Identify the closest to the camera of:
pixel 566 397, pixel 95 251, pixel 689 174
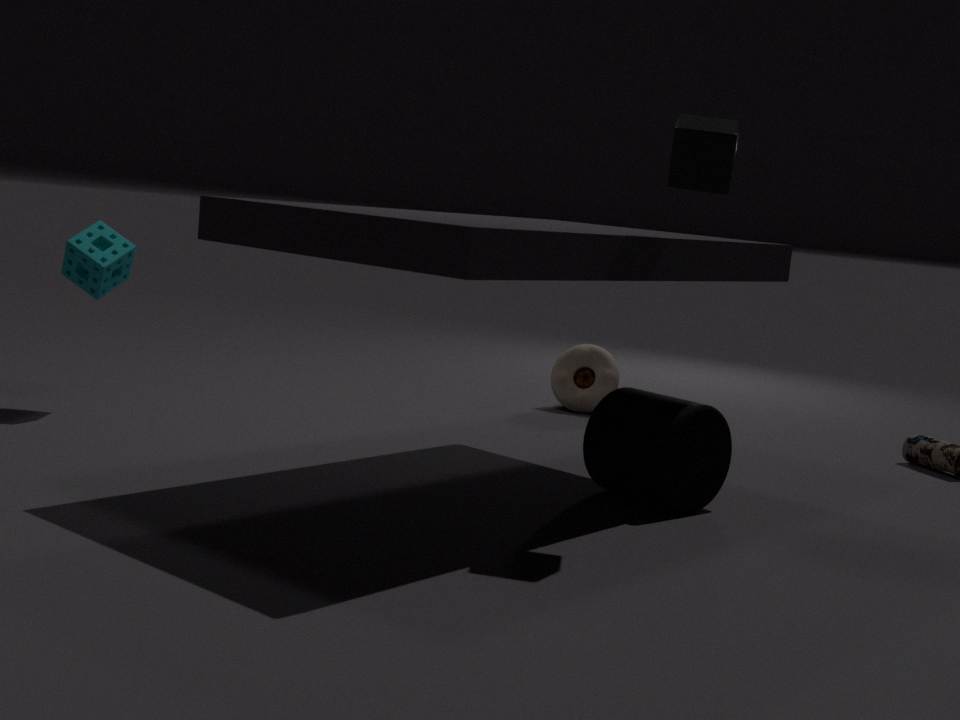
pixel 689 174
